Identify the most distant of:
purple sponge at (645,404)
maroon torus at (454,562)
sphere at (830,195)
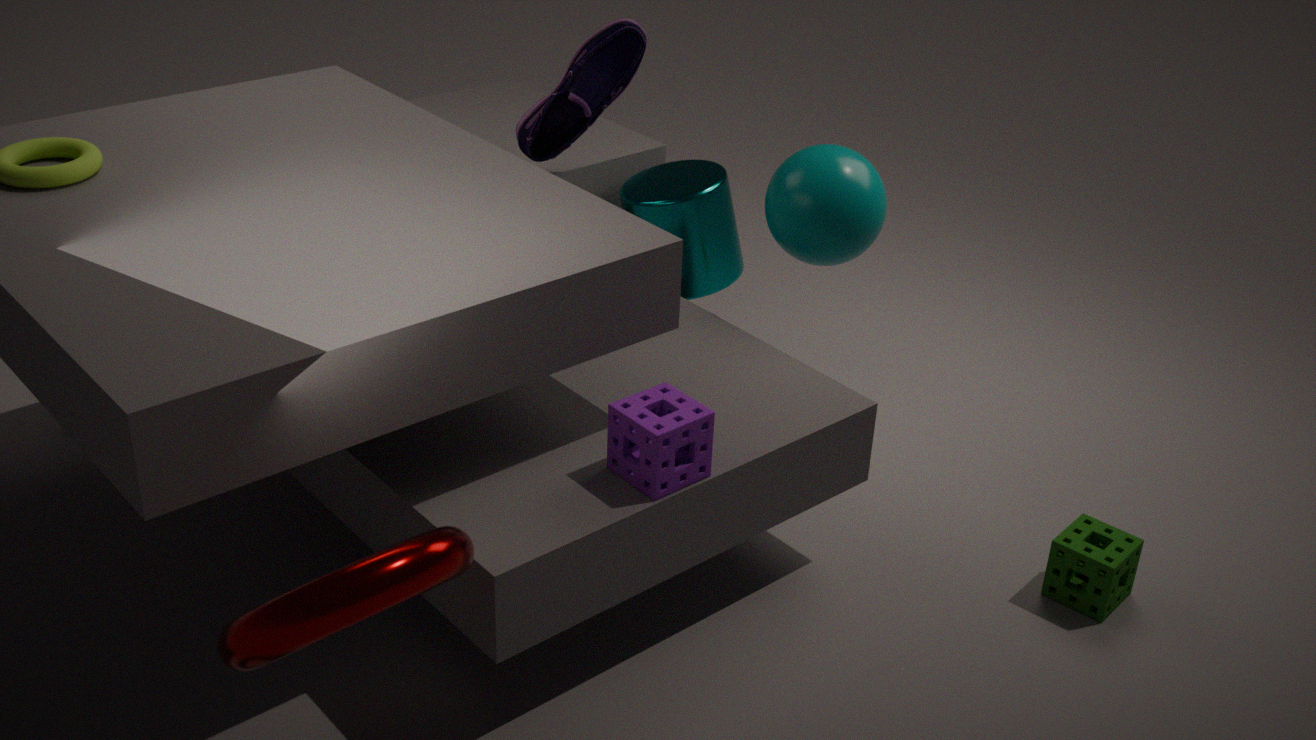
sphere at (830,195)
